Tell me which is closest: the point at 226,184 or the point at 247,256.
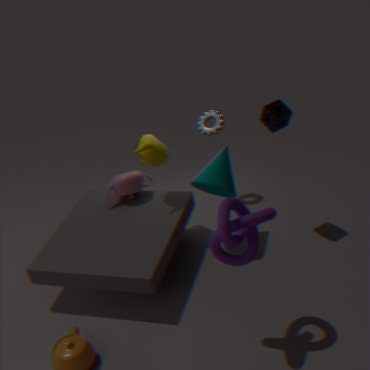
the point at 247,256
